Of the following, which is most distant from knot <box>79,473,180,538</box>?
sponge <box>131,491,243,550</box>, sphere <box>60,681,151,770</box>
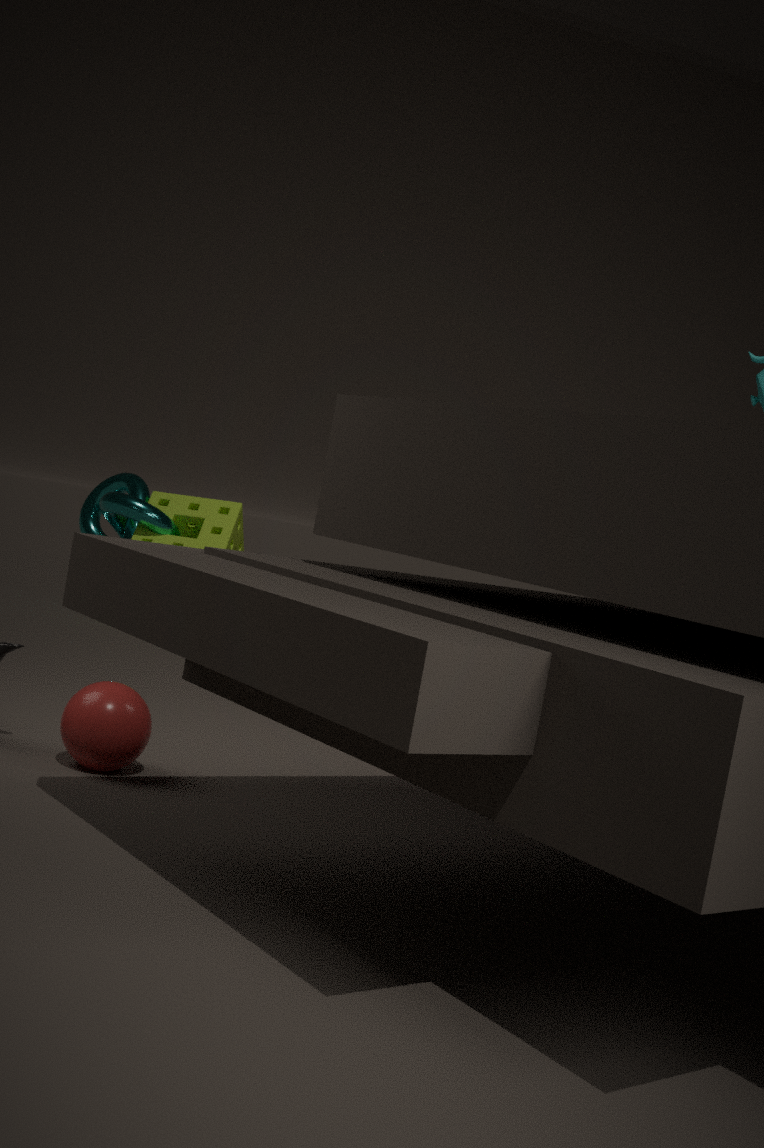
sphere <box>60,681,151,770</box>
